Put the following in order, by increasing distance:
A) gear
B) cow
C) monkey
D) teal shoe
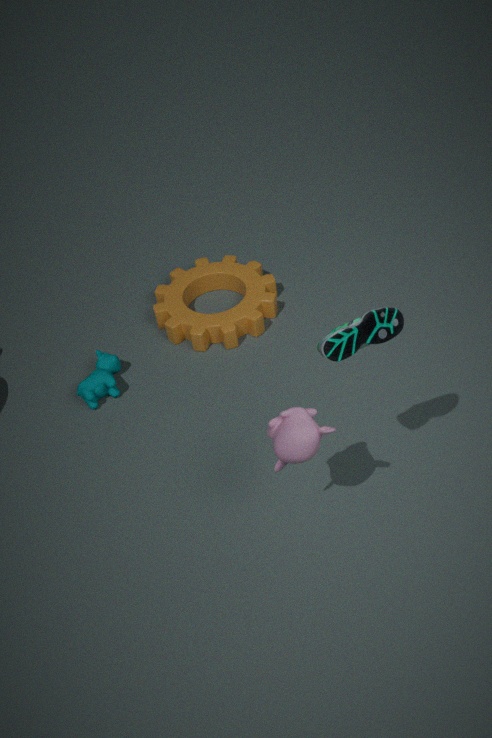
teal shoe
monkey
cow
gear
